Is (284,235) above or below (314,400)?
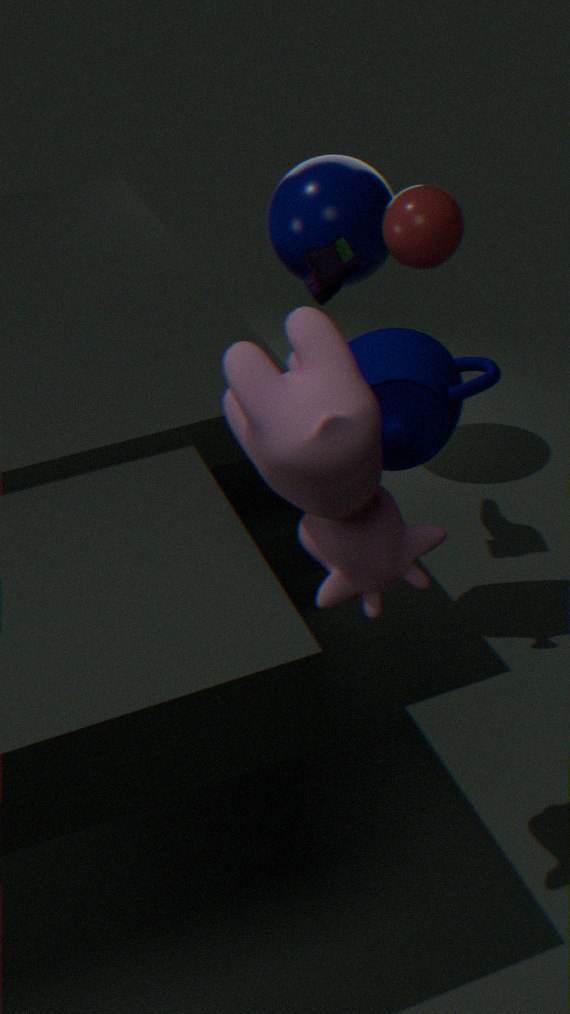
below
